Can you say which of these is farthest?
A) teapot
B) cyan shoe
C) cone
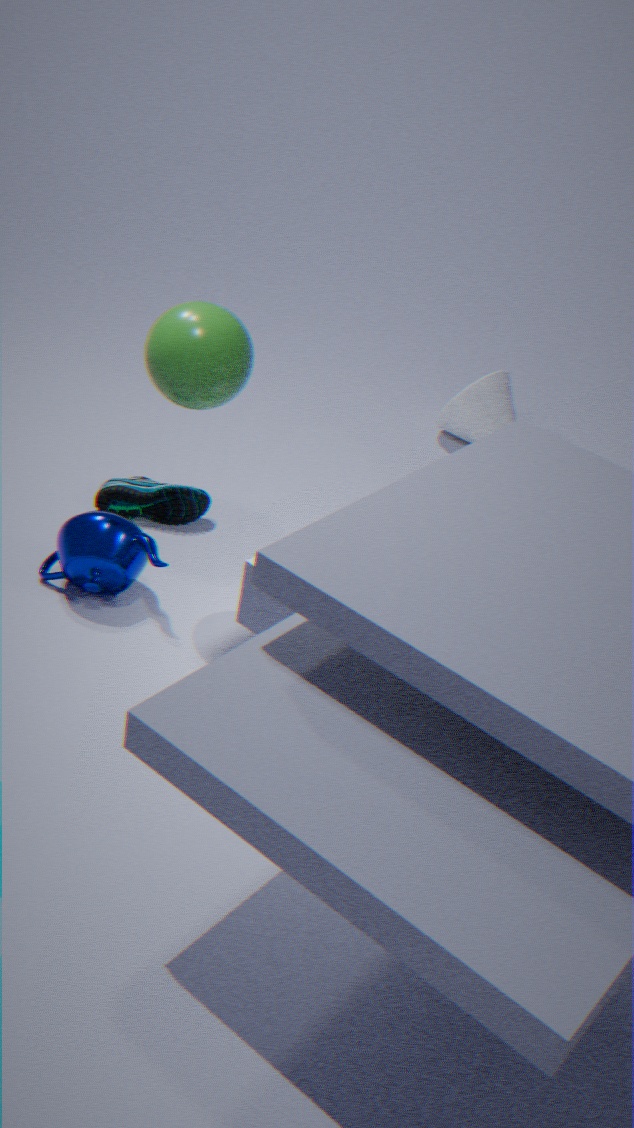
cone
